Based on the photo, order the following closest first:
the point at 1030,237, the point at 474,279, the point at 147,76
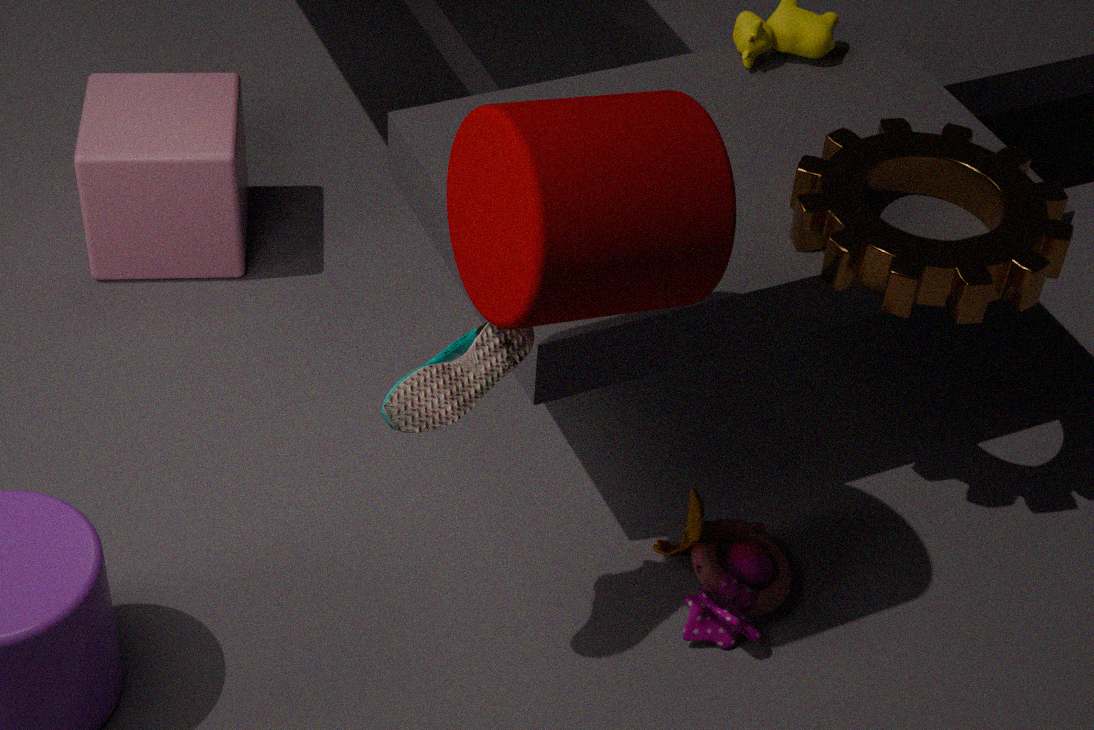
the point at 474,279 < the point at 1030,237 < the point at 147,76
